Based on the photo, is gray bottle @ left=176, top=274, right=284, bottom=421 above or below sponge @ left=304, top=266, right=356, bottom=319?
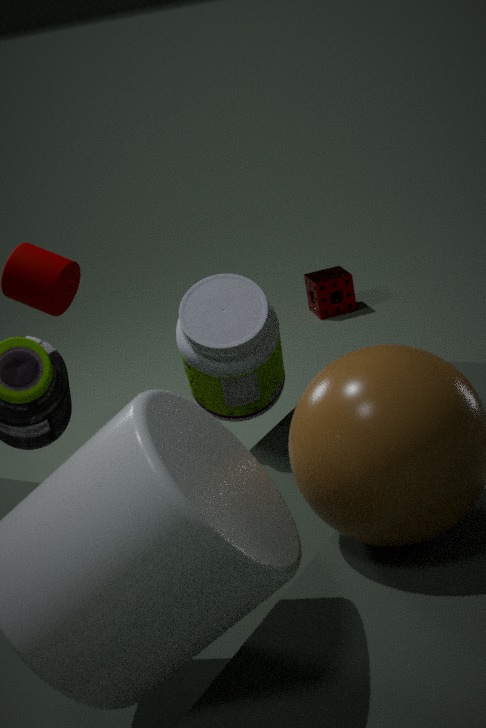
above
